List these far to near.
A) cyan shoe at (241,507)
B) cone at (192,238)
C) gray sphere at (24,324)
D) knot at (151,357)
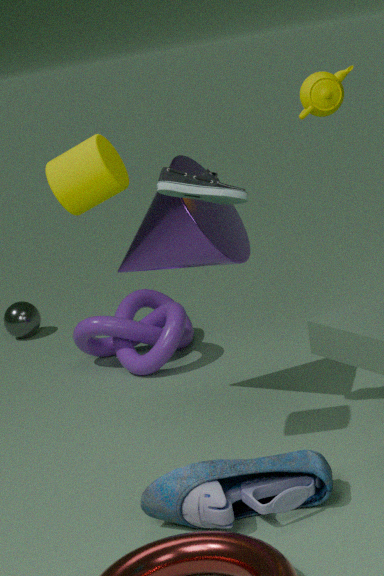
1. gray sphere at (24,324)
2. knot at (151,357)
3. cone at (192,238)
4. cyan shoe at (241,507)
